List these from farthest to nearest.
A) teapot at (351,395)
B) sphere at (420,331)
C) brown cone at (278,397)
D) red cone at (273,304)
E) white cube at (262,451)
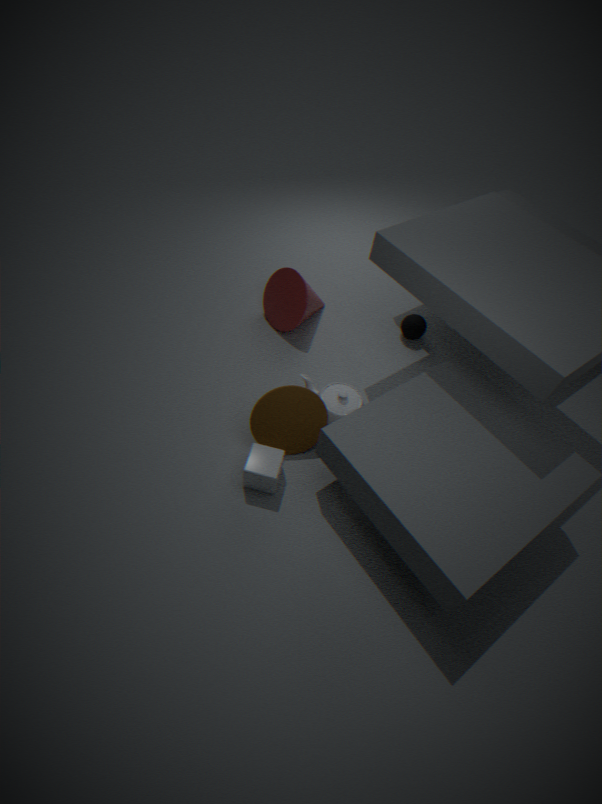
sphere at (420,331) < red cone at (273,304) < teapot at (351,395) < brown cone at (278,397) < white cube at (262,451)
